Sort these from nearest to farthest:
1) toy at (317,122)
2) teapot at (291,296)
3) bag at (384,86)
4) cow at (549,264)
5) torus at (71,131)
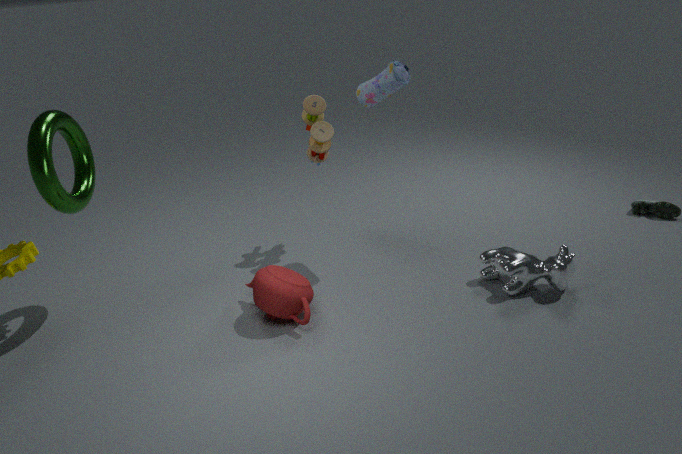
5. torus at (71,131) < 2. teapot at (291,296) < 4. cow at (549,264) < 3. bag at (384,86) < 1. toy at (317,122)
